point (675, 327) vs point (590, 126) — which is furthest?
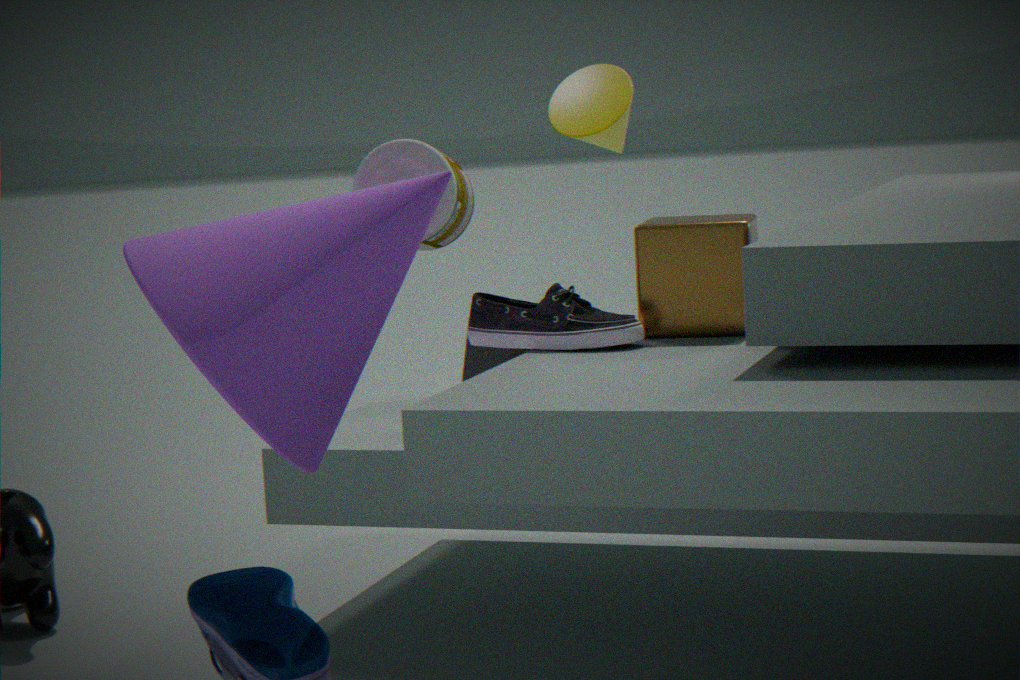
point (590, 126)
